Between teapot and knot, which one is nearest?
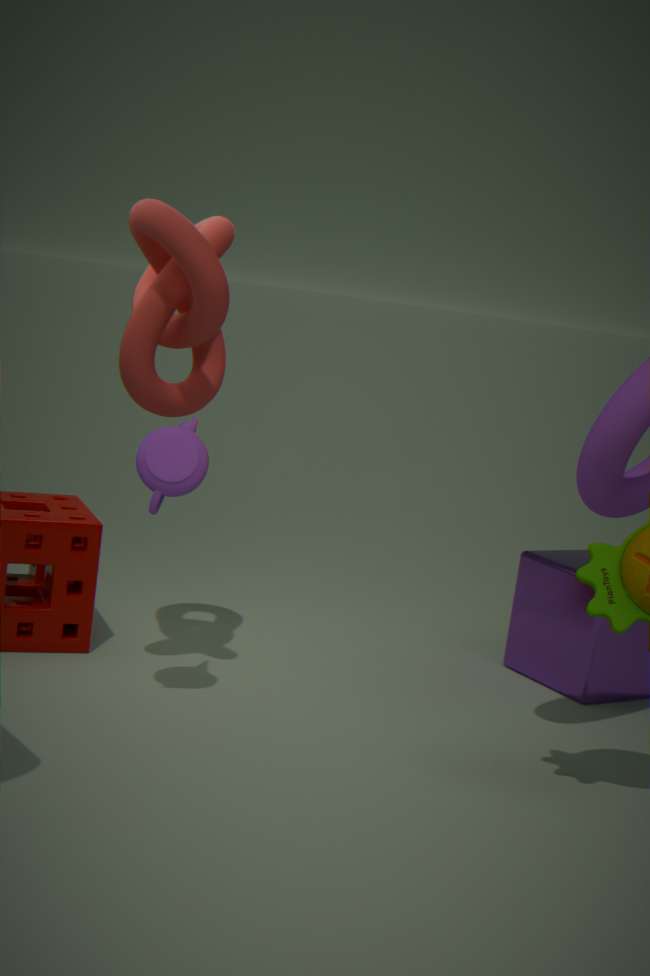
knot
